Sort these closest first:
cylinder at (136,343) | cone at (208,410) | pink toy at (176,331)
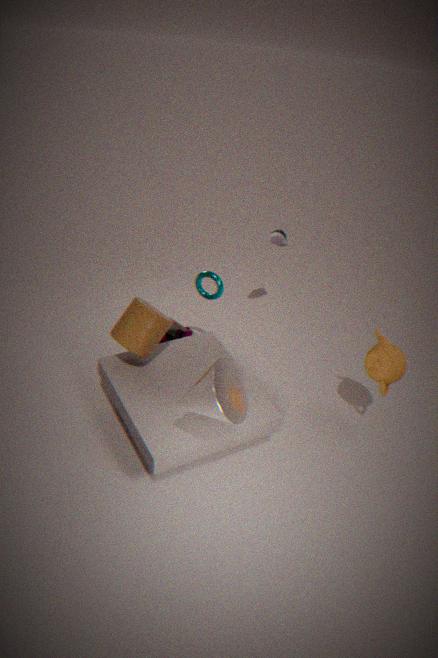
cone at (208,410) < cylinder at (136,343) < pink toy at (176,331)
